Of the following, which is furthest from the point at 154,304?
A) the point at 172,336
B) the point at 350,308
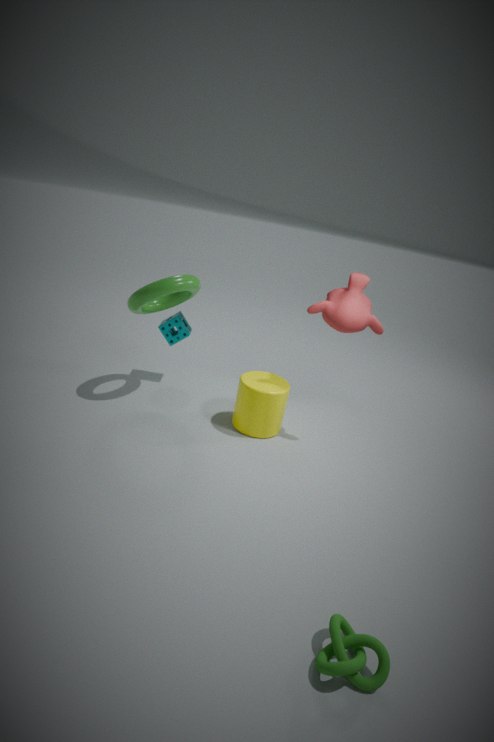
the point at 350,308
